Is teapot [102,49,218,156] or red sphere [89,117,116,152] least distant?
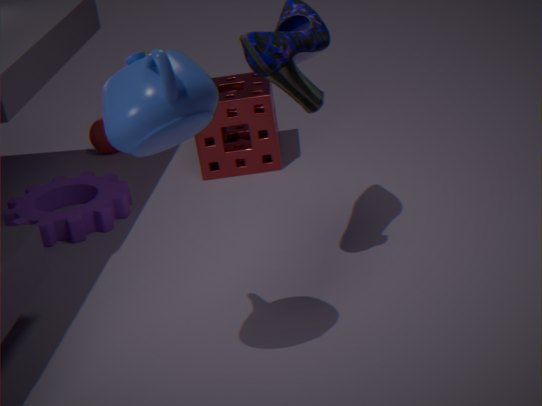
teapot [102,49,218,156]
